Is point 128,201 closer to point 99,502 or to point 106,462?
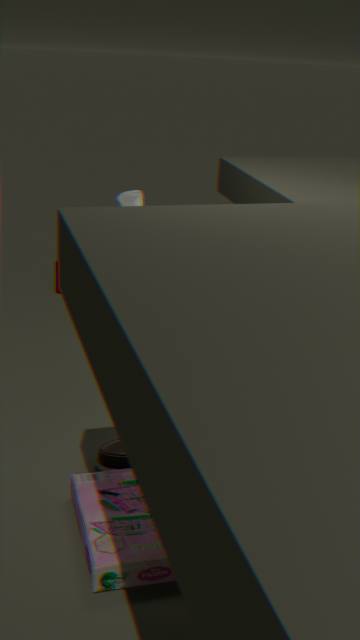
point 106,462
